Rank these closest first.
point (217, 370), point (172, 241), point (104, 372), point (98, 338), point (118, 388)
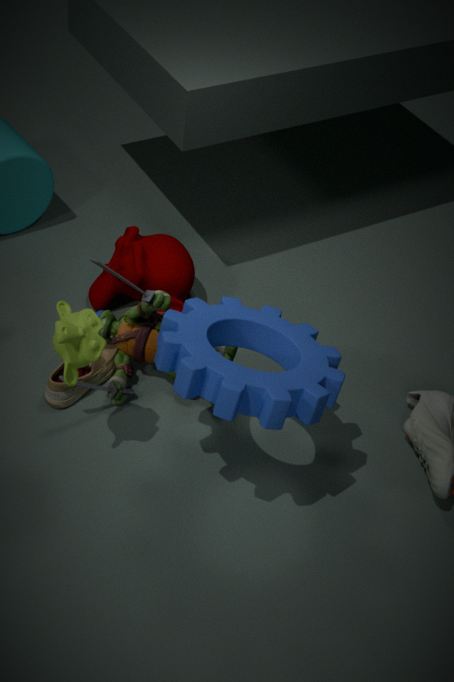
point (217, 370) < point (98, 338) < point (118, 388) < point (104, 372) < point (172, 241)
